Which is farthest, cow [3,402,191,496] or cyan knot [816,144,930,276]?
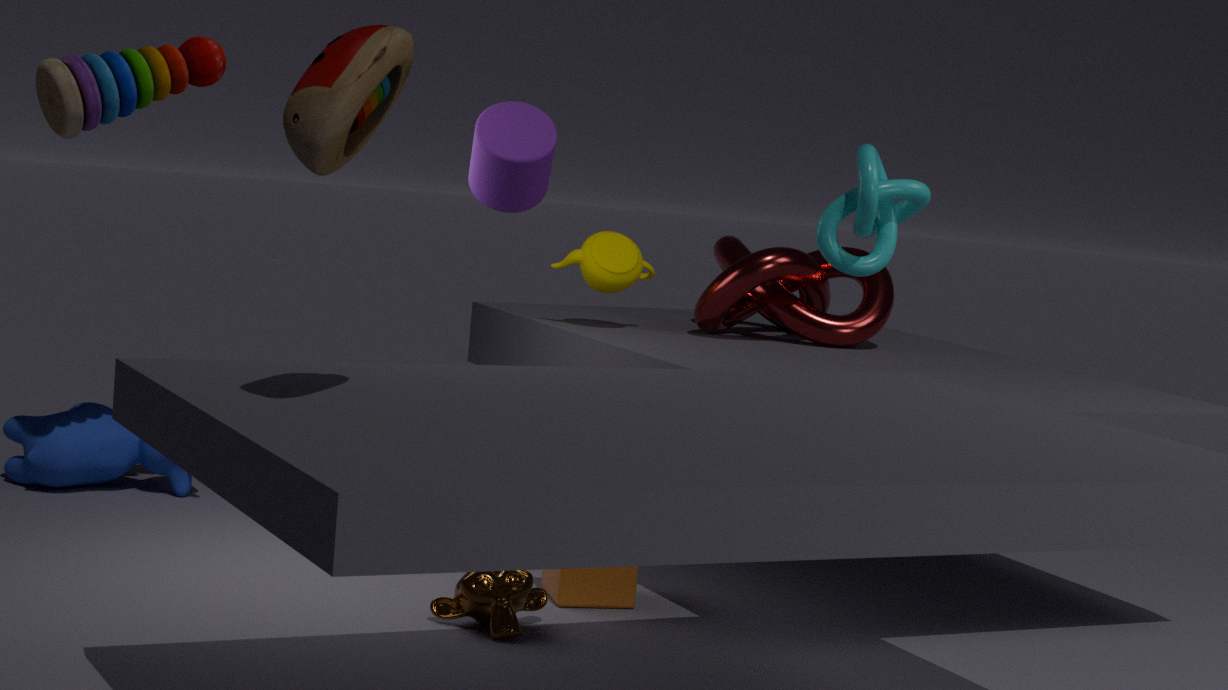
cow [3,402,191,496]
